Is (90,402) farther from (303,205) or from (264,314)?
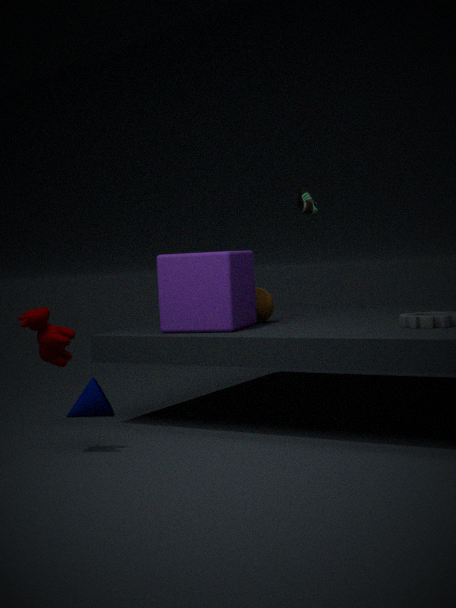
(303,205)
